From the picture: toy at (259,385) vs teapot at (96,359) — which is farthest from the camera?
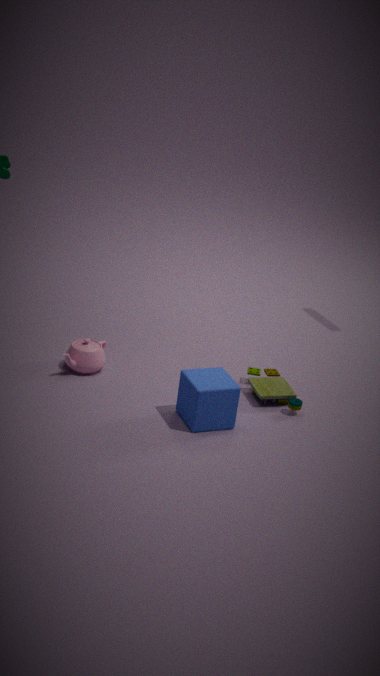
teapot at (96,359)
